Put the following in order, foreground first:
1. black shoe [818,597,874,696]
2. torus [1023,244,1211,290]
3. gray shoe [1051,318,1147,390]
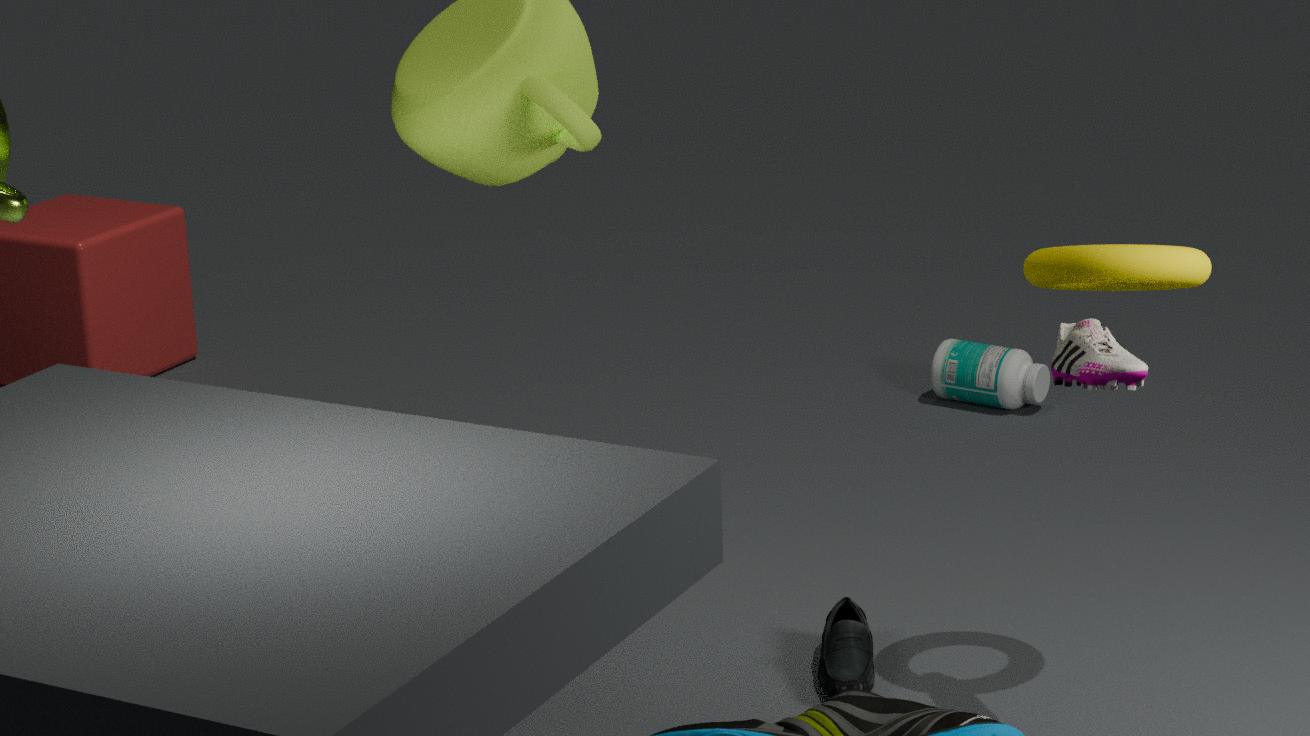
gray shoe [1051,318,1147,390] < torus [1023,244,1211,290] < black shoe [818,597,874,696]
